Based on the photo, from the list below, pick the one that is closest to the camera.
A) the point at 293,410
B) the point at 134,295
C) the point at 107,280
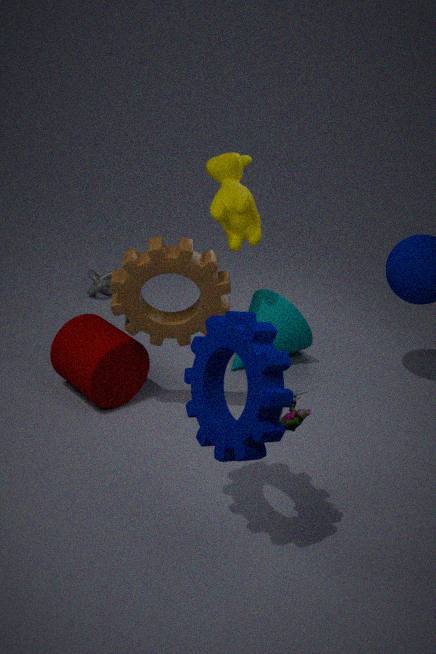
the point at 293,410
